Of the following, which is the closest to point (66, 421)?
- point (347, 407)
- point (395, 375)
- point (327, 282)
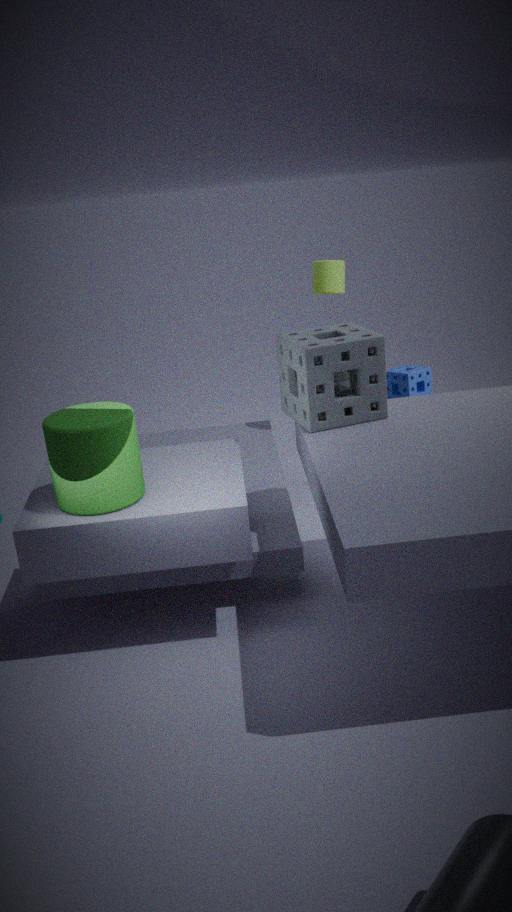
point (347, 407)
